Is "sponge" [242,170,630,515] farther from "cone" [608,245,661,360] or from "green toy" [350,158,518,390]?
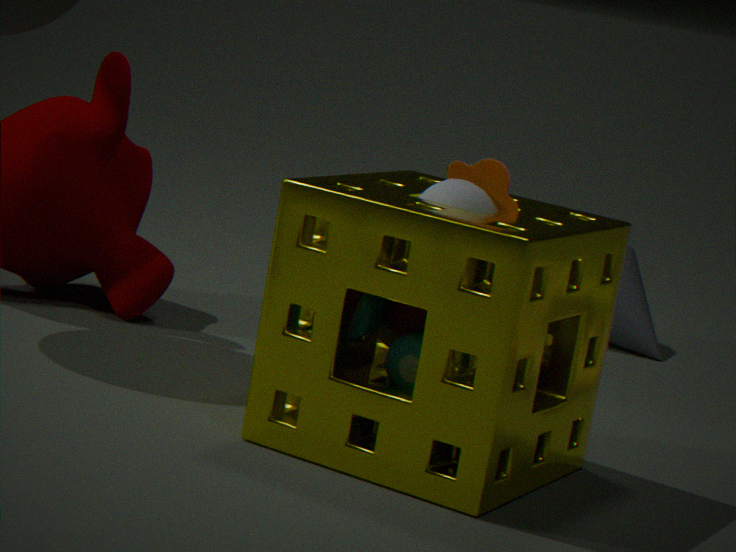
"cone" [608,245,661,360]
